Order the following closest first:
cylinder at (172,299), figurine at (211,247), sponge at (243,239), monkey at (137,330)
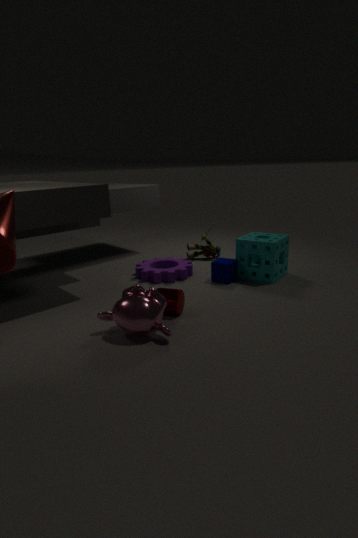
monkey at (137,330)
cylinder at (172,299)
sponge at (243,239)
figurine at (211,247)
